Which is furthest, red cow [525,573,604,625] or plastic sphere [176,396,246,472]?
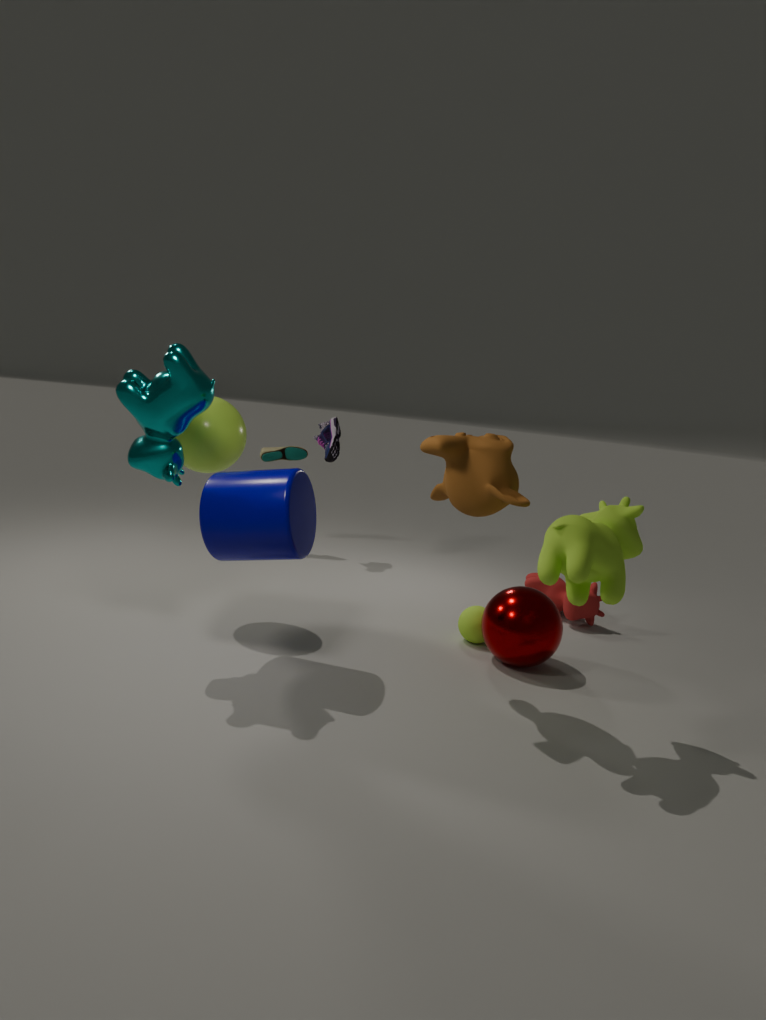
red cow [525,573,604,625]
